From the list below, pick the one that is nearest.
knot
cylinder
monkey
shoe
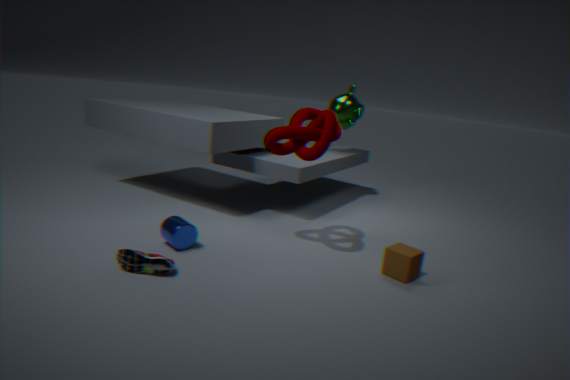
shoe
